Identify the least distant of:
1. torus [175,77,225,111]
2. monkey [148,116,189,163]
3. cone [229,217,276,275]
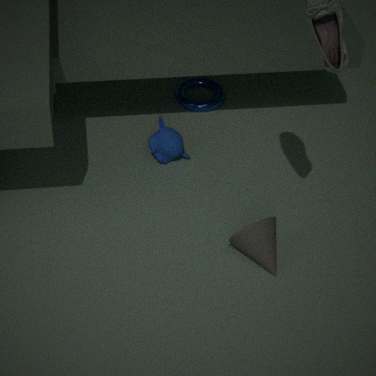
cone [229,217,276,275]
